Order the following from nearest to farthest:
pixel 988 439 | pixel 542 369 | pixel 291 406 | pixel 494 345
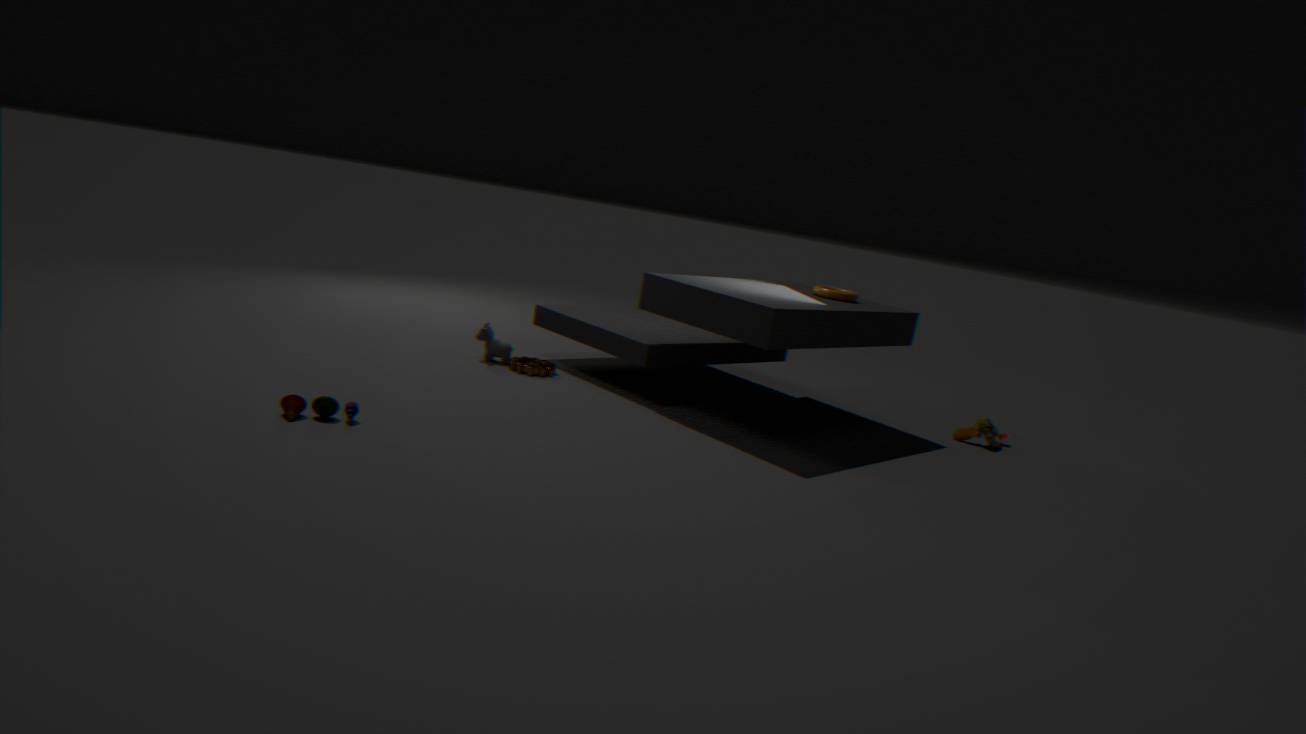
pixel 291 406, pixel 542 369, pixel 494 345, pixel 988 439
